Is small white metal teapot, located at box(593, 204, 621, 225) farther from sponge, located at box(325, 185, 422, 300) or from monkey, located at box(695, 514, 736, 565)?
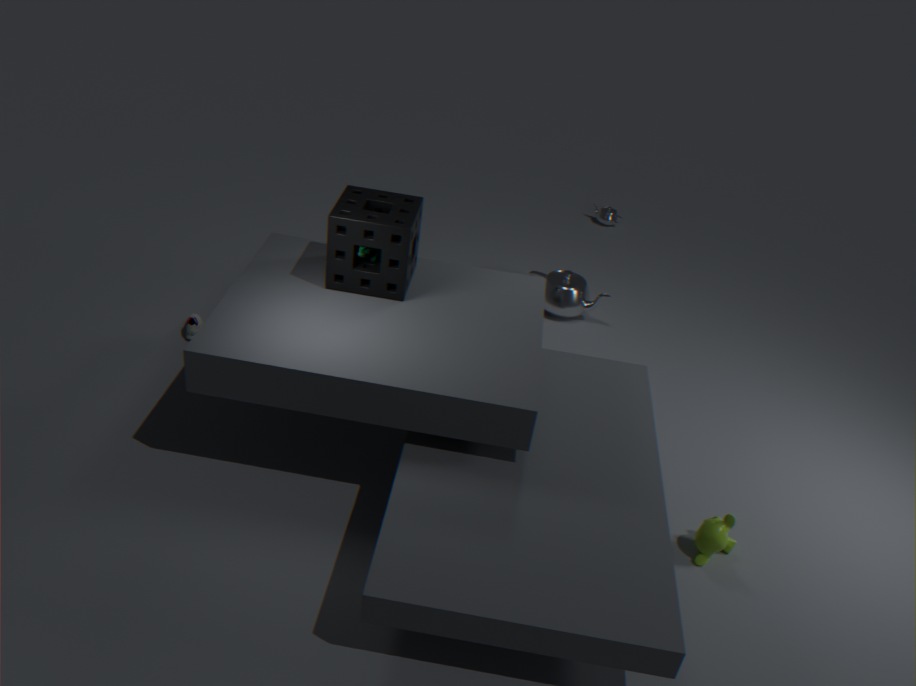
monkey, located at box(695, 514, 736, 565)
